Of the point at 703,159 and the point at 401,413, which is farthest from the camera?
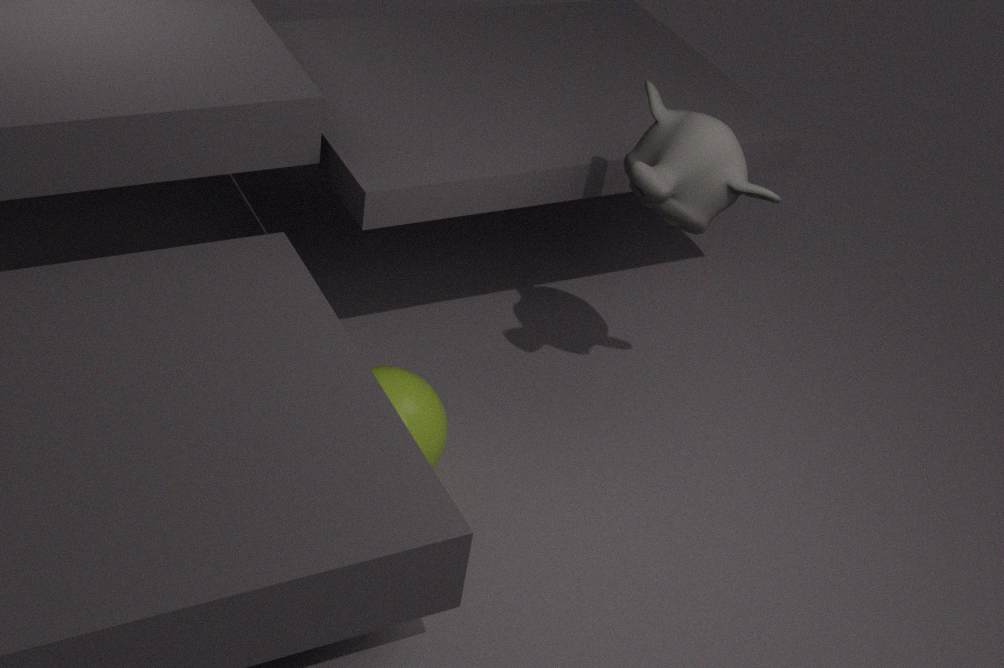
the point at 401,413
